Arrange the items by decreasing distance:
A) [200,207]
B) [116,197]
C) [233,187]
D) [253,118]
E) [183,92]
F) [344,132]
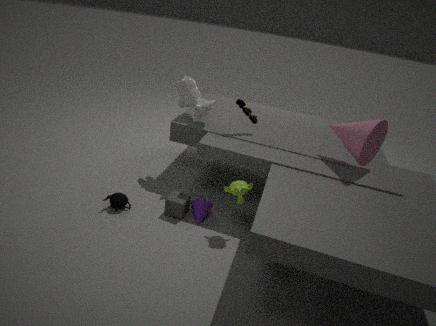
[183,92]
[253,118]
[200,207]
[116,197]
[344,132]
[233,187]
